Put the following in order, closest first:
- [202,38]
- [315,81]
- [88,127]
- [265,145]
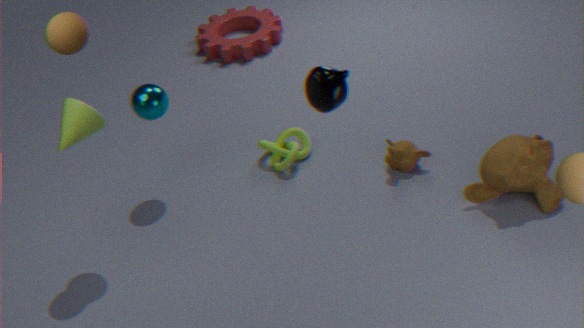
[315,81] < [88,127] < [265,145] < [202,38]
